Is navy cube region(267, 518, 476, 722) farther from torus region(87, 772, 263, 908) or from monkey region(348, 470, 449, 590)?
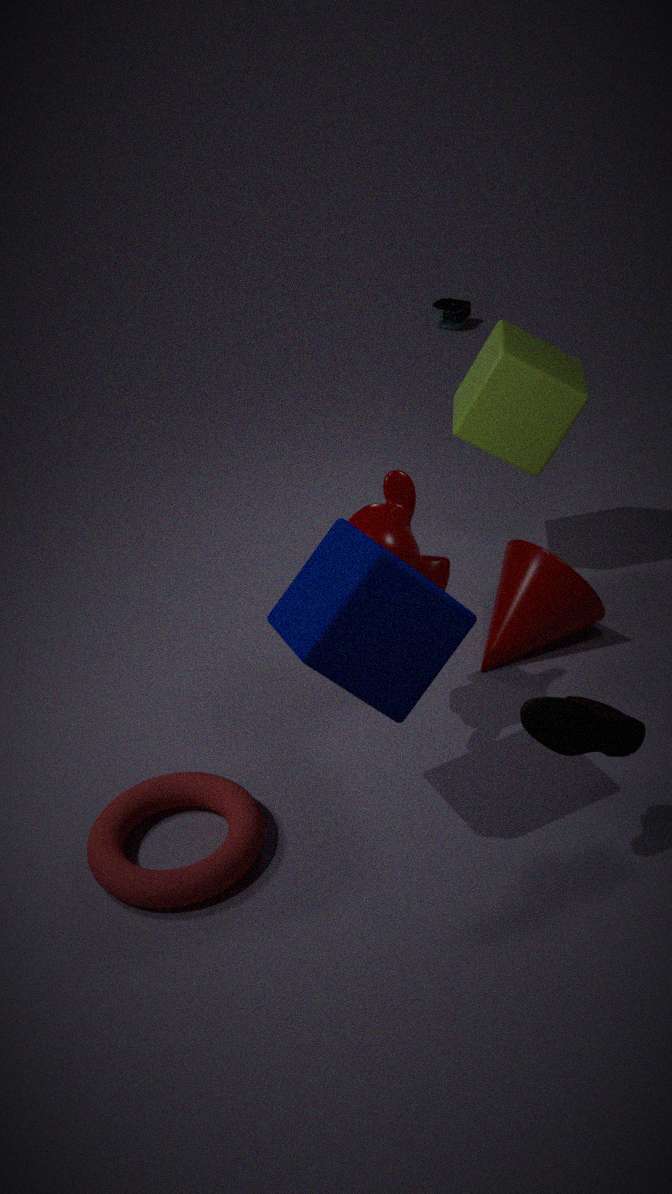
torus region(87, 772, 263, 908)
